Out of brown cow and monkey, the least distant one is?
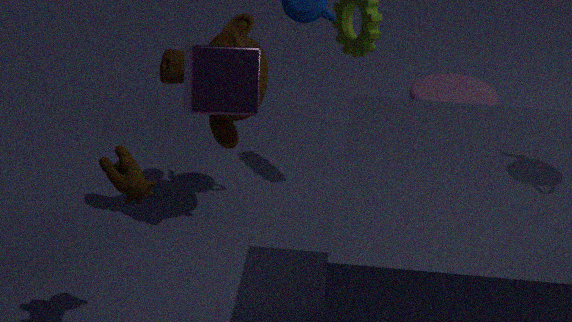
brown cow
